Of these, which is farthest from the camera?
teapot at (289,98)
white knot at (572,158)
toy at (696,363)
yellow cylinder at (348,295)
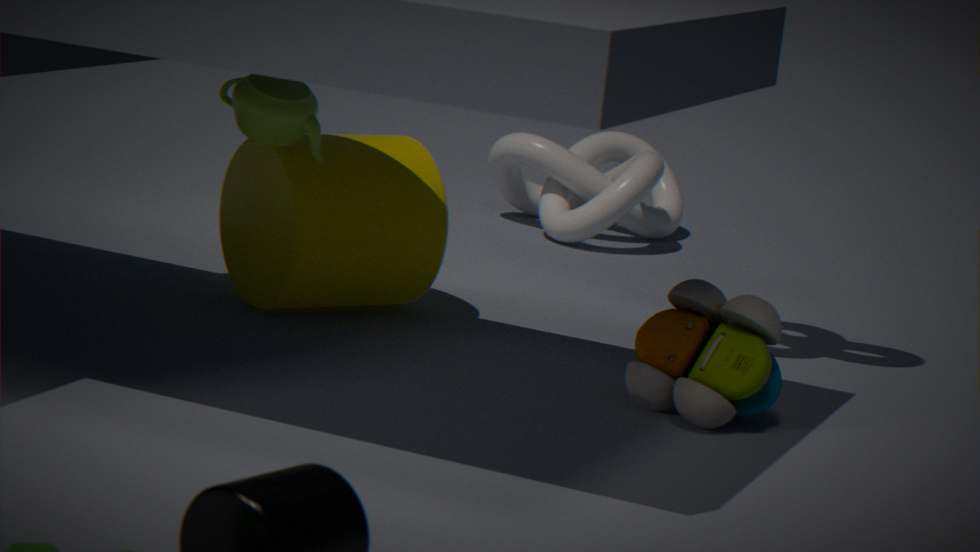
white knot at (572,158)
